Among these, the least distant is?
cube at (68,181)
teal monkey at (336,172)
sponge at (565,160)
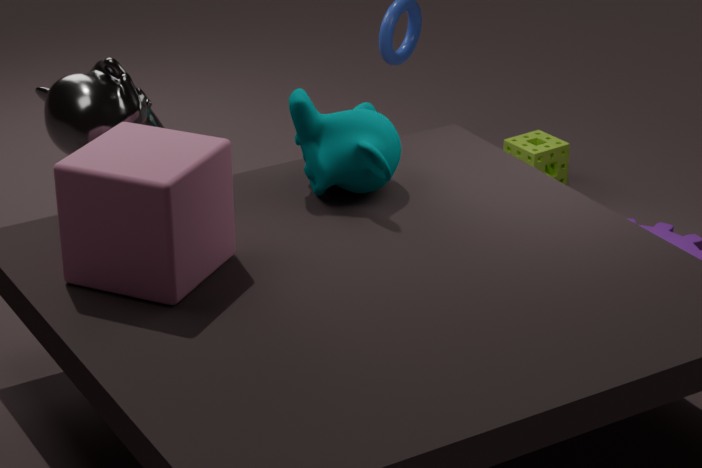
cube at (68,181)
